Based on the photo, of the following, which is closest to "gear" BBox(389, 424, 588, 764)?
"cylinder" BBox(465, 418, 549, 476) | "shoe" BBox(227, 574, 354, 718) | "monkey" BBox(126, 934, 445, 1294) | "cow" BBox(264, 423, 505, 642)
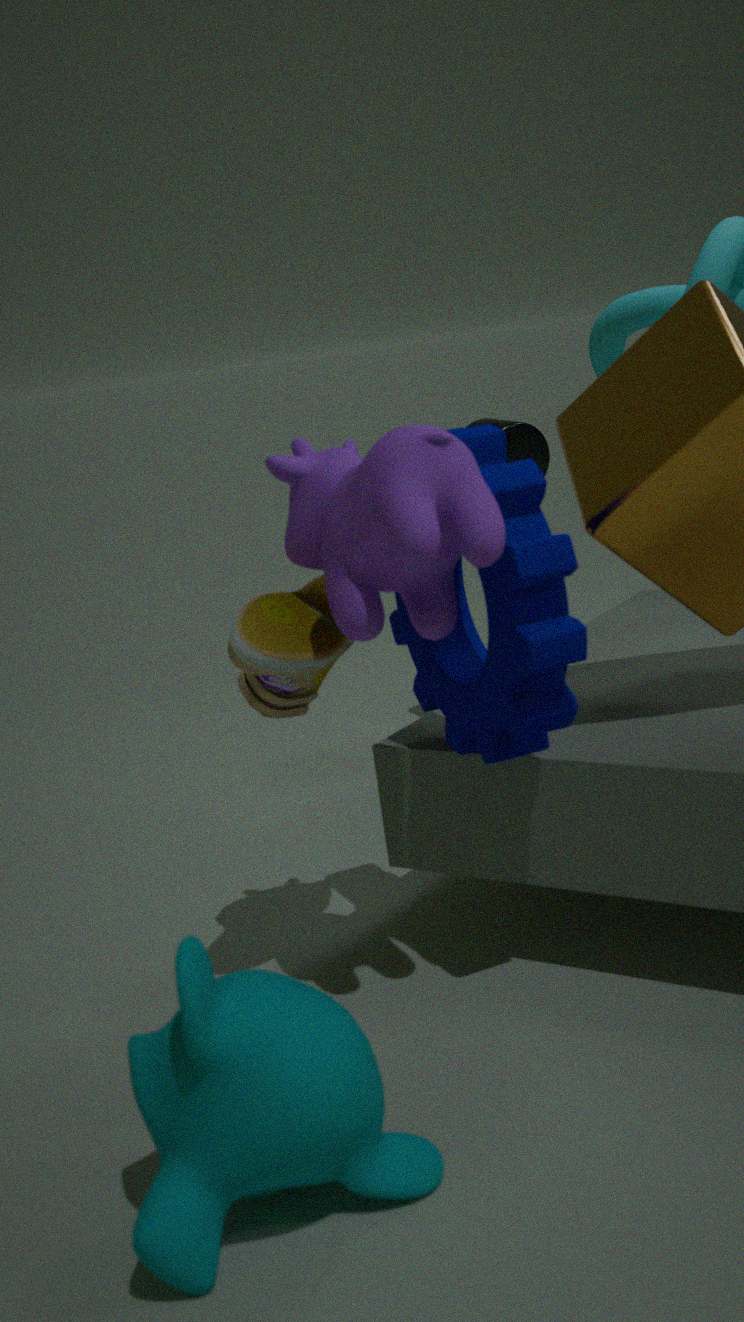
"cow" BBox(264, 423, 505, 642)
